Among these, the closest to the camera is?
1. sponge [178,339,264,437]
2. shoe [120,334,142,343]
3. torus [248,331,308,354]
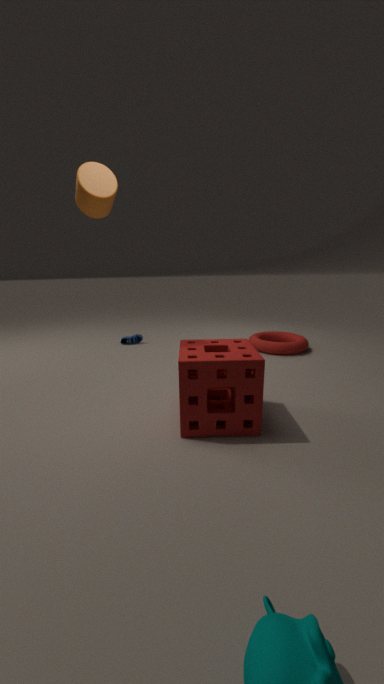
sponge [178,339,264,437]
